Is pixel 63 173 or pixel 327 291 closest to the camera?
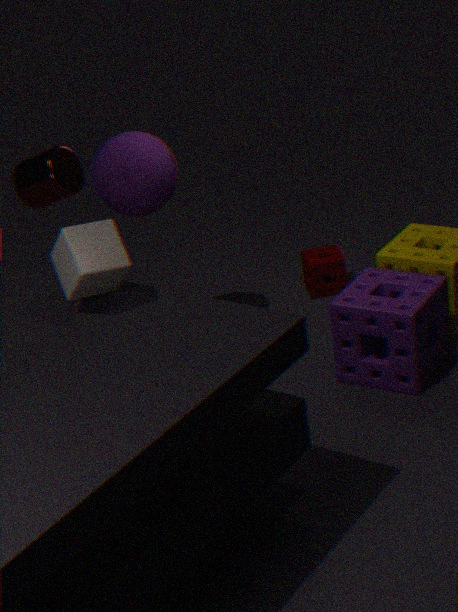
pixel 63 173
